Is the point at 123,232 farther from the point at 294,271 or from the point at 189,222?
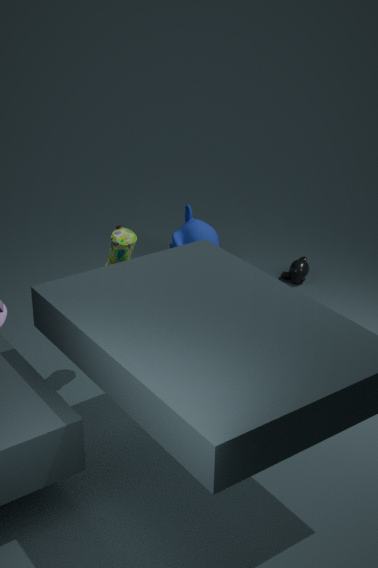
the point at 294,271
